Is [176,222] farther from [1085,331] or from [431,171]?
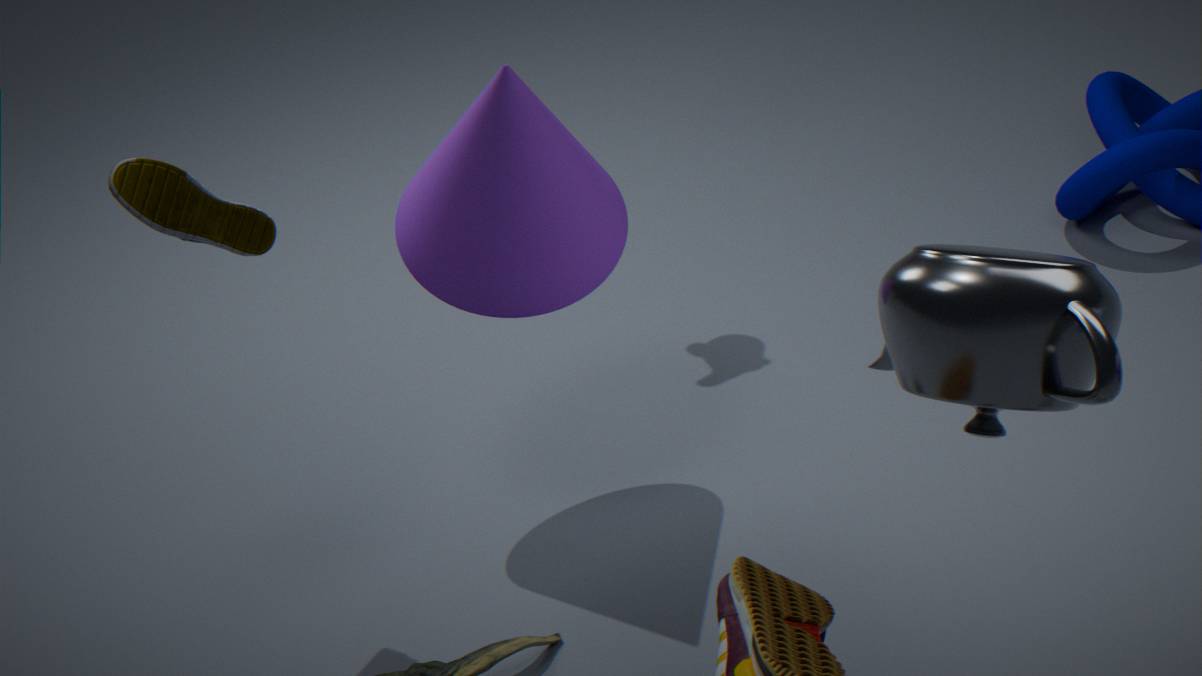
[1085,331]
